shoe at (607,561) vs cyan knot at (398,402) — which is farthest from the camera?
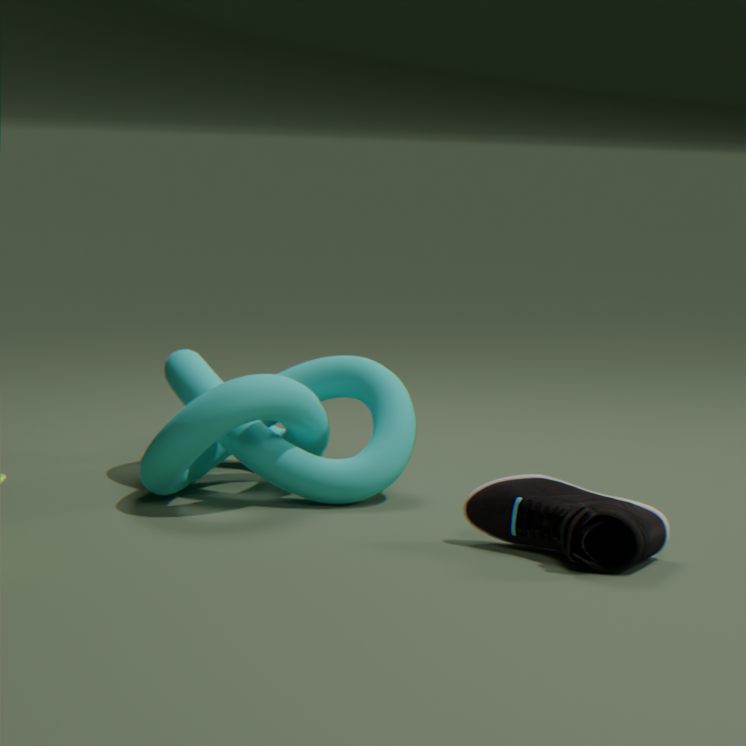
cyan knot at (398,402)
